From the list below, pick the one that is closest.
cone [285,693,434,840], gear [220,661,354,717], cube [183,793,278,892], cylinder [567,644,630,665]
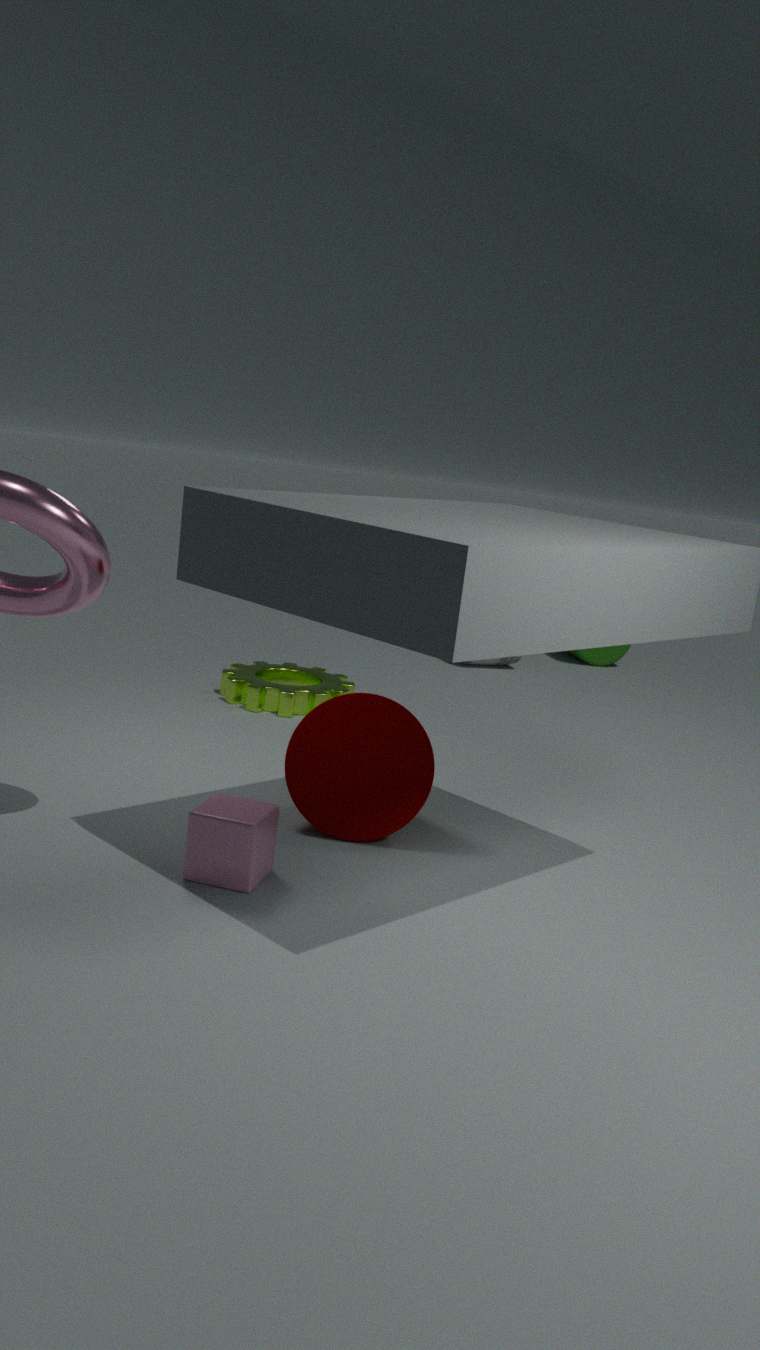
cube [183,793,278,892]
